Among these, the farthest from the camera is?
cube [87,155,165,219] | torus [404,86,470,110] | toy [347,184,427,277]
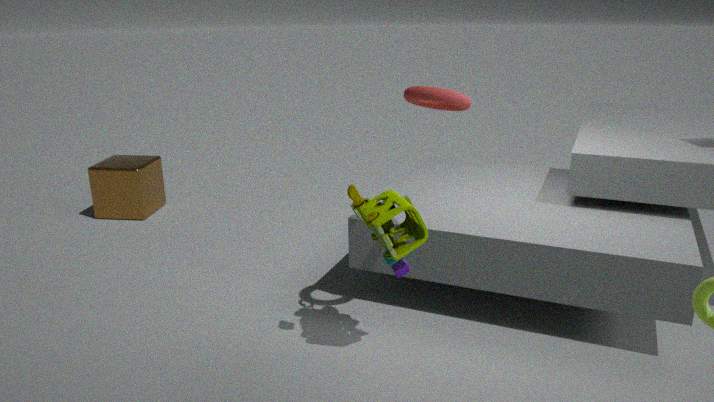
cube [87,155,165,219]
